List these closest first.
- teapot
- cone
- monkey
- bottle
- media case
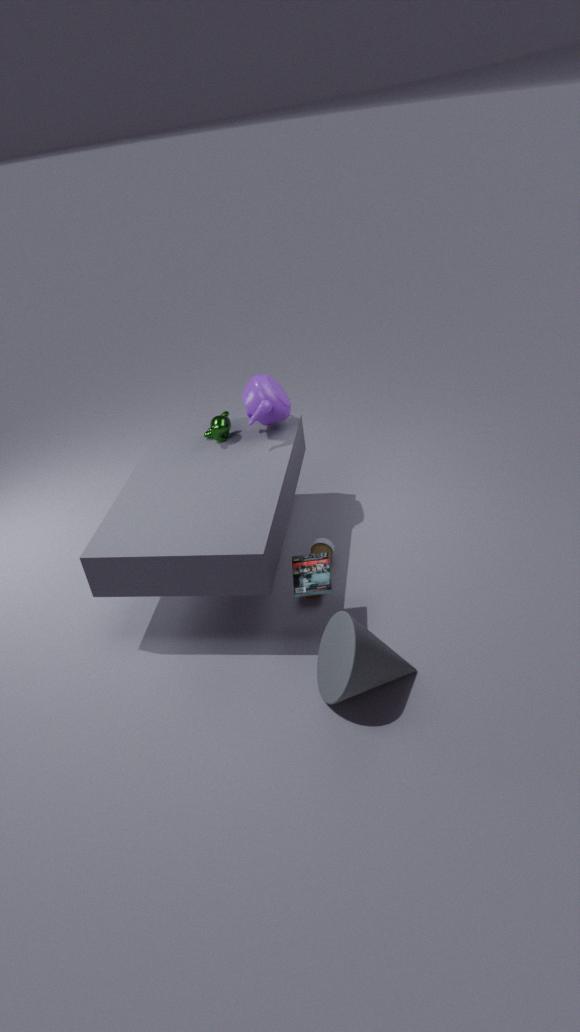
cone
media case
bottle
teapot
monkey
